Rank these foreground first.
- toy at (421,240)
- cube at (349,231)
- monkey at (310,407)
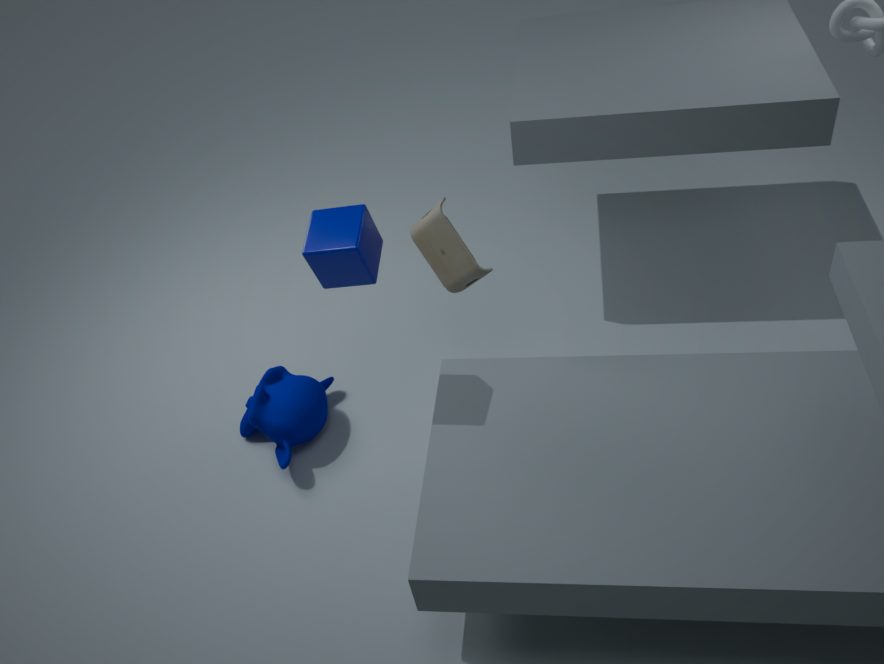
cube at (349,231)
toy at (421,240)
monkey at (310,407)
